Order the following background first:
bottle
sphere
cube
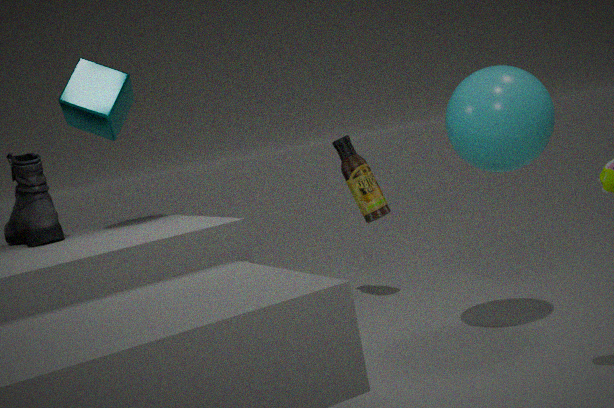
bottle < cube < sphere
